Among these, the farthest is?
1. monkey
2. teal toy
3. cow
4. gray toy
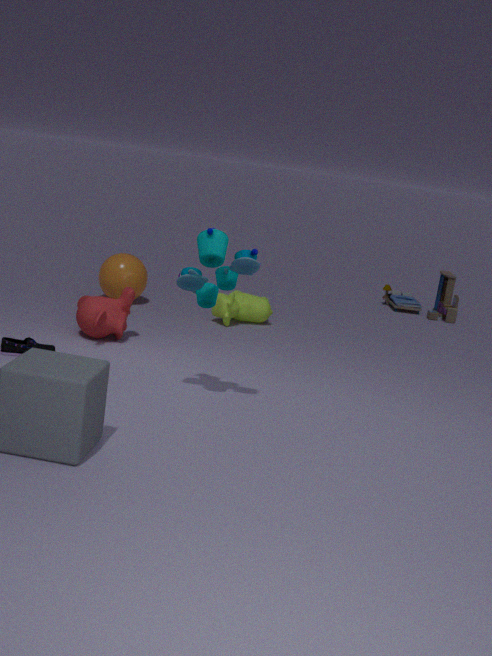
gray toy
